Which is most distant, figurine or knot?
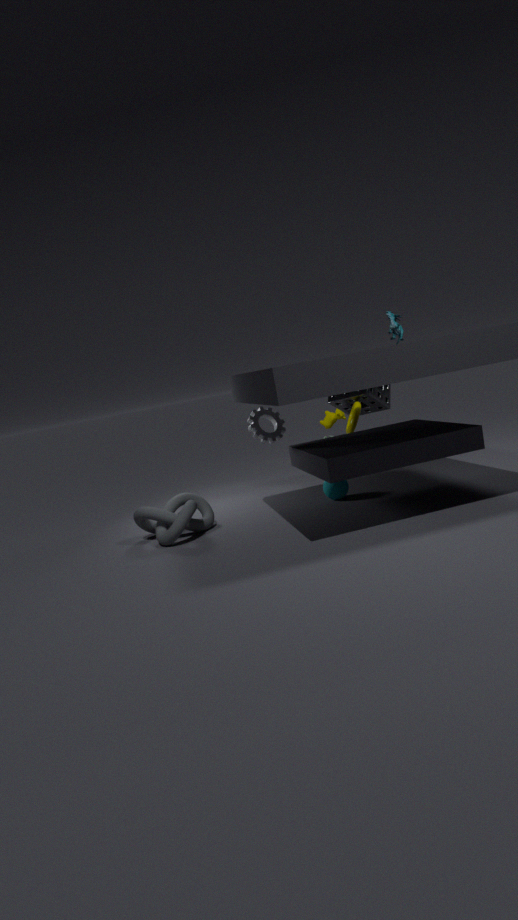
figurine
